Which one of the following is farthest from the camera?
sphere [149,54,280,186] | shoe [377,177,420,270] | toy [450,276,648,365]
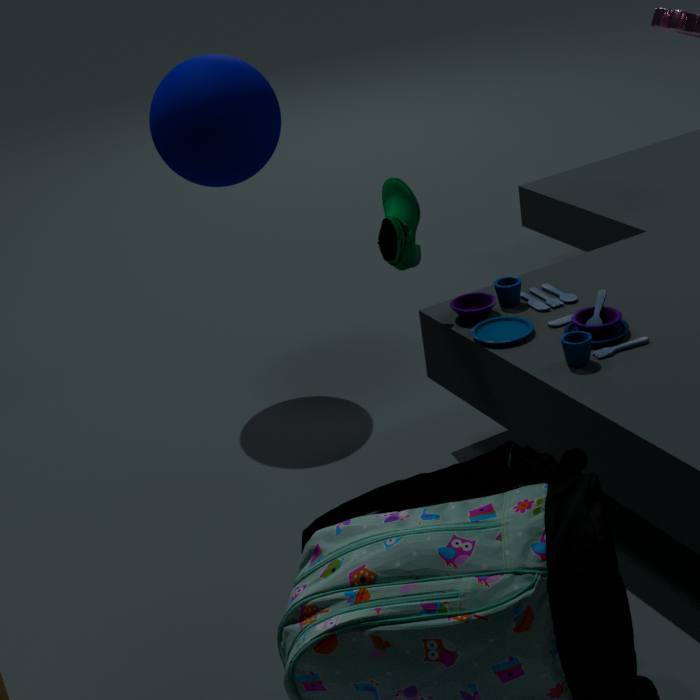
sphere [149,54,280,186]
